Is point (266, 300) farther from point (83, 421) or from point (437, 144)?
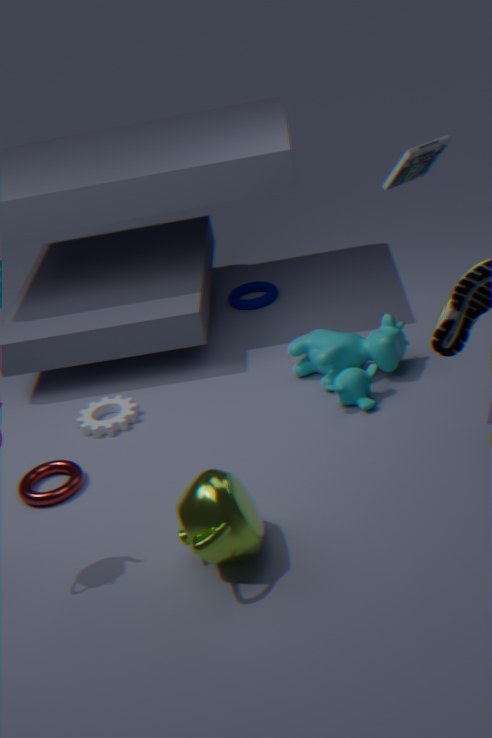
point (437, 144)
